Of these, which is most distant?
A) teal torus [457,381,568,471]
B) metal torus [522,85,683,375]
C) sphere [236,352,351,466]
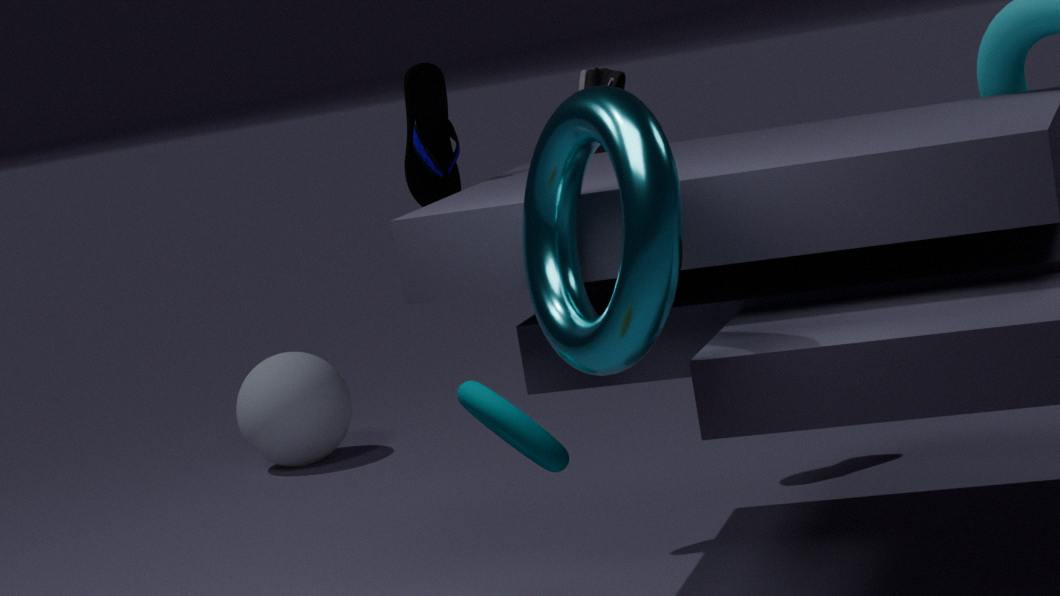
sphere [236,352,351,466]
